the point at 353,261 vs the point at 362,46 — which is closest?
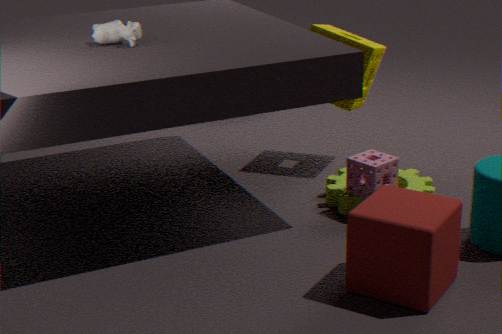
the point at 353,261
